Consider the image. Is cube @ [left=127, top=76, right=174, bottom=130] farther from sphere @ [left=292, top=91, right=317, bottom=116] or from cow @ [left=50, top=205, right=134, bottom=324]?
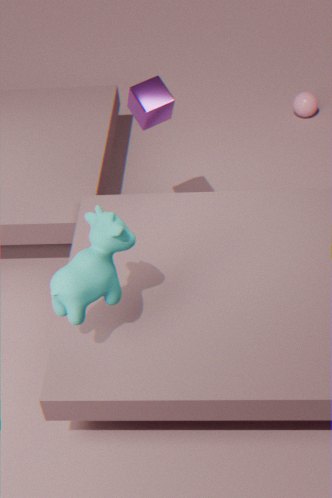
sphere @ [left=292, top=91, right=317, bottom=116]
